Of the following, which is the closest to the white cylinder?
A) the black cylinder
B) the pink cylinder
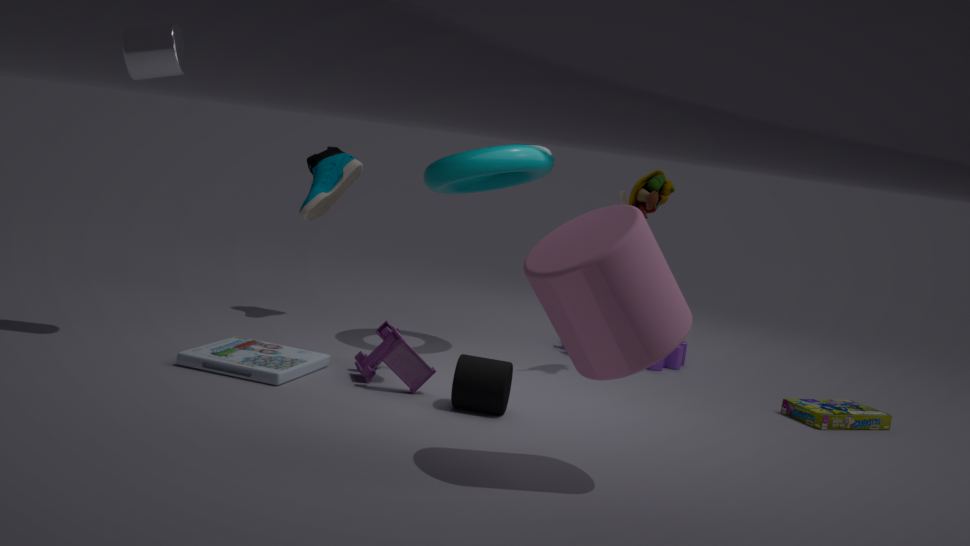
the black cylinder
